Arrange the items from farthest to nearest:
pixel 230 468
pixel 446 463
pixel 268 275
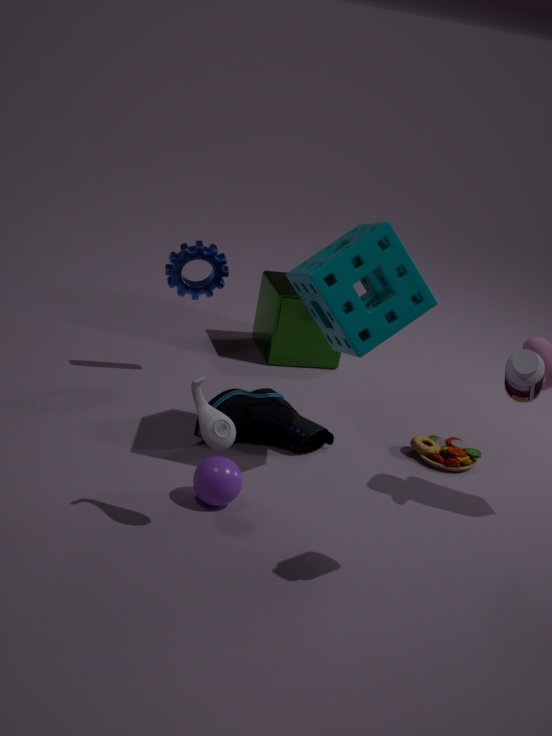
1. pixel 268 275
2. pixel 446 463
3. pixel 230 468
